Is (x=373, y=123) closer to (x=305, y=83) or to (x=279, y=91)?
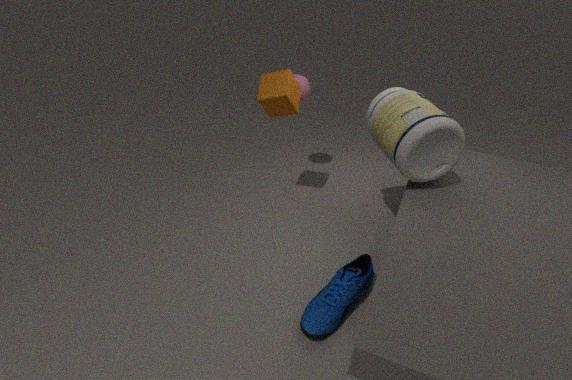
(x=279, y=91)
